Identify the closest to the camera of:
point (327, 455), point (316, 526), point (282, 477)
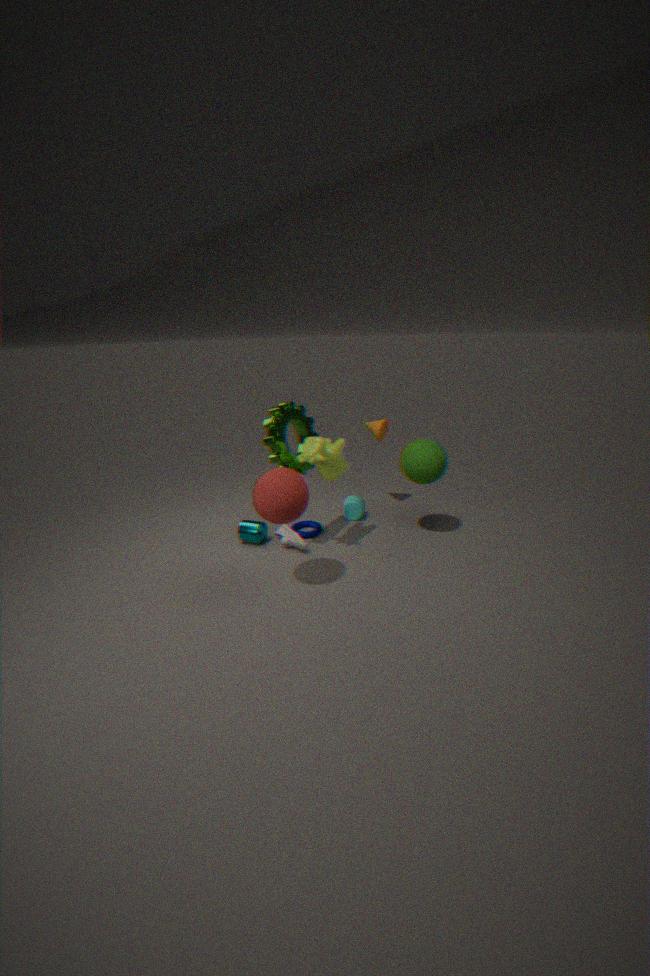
point (282, 477)
